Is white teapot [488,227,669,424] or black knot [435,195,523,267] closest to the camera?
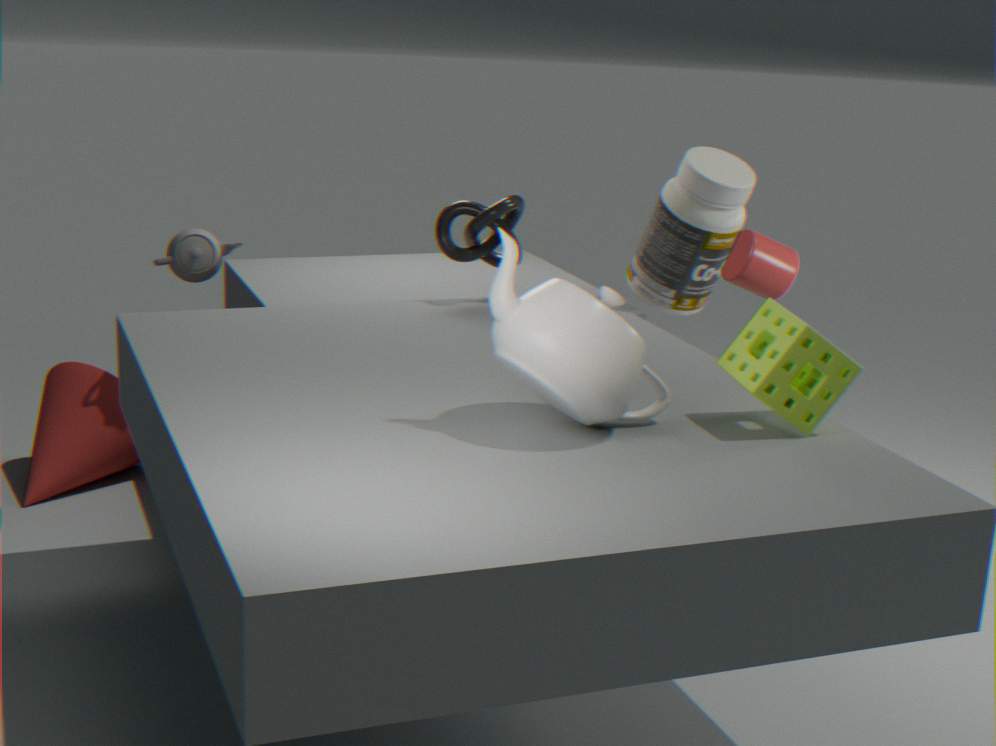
white teapot [488,227,669,424]
